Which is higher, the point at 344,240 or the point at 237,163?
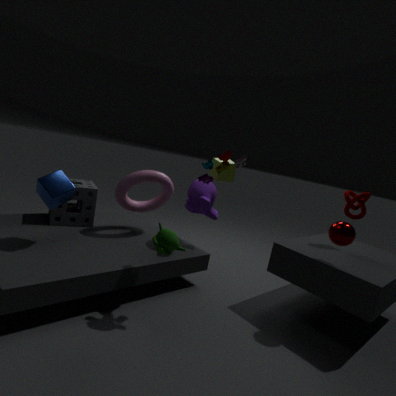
the point at 237,163
